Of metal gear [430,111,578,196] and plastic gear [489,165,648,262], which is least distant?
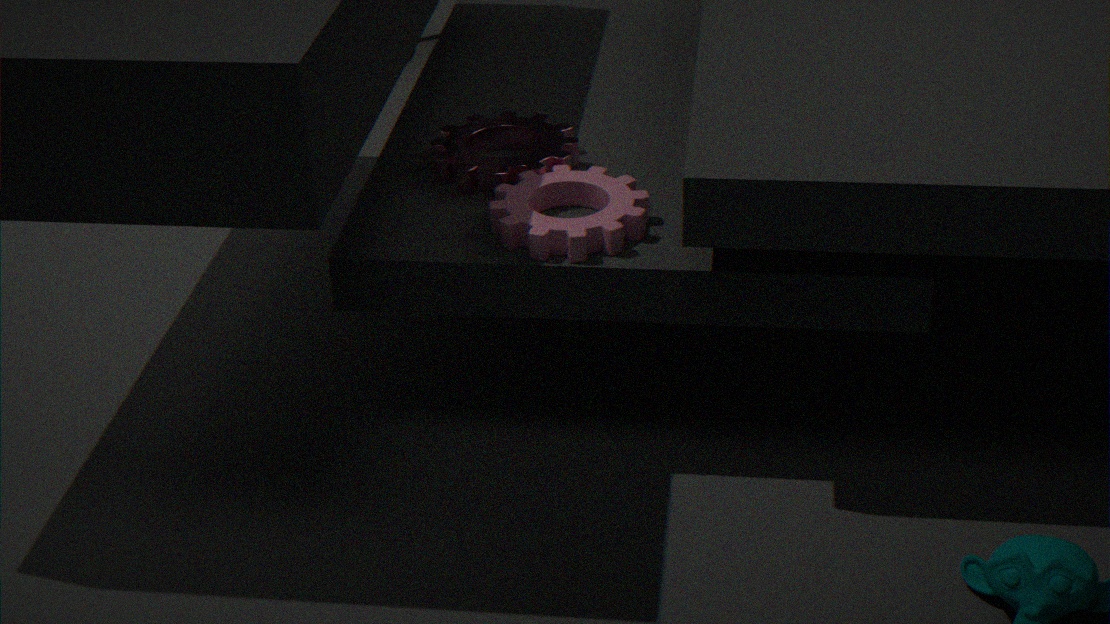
plastic gear [489,165,648,262]
